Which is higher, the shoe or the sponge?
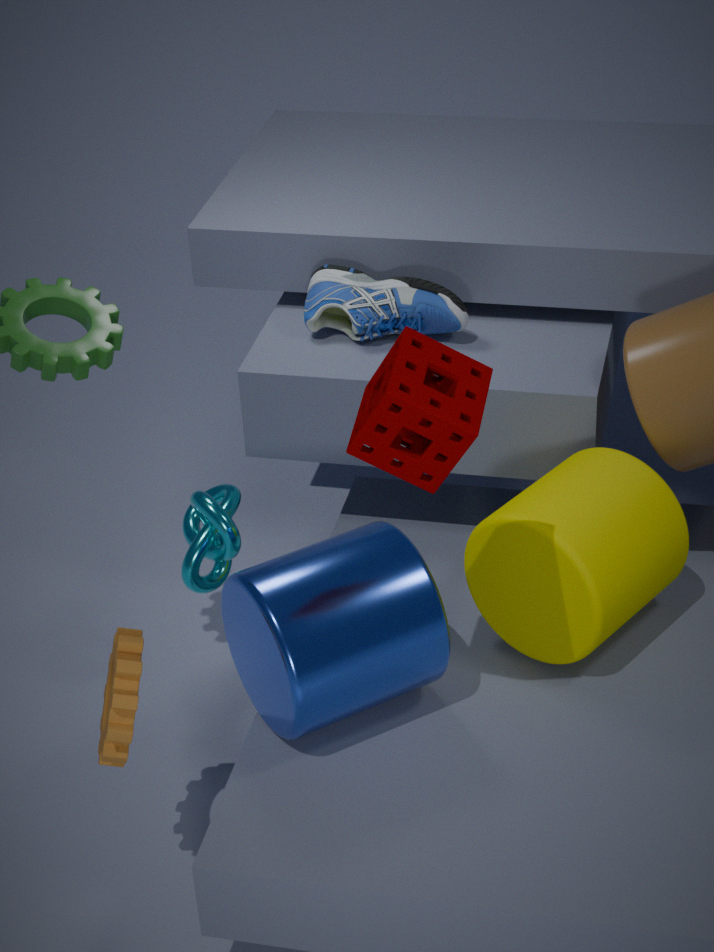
the sponge
